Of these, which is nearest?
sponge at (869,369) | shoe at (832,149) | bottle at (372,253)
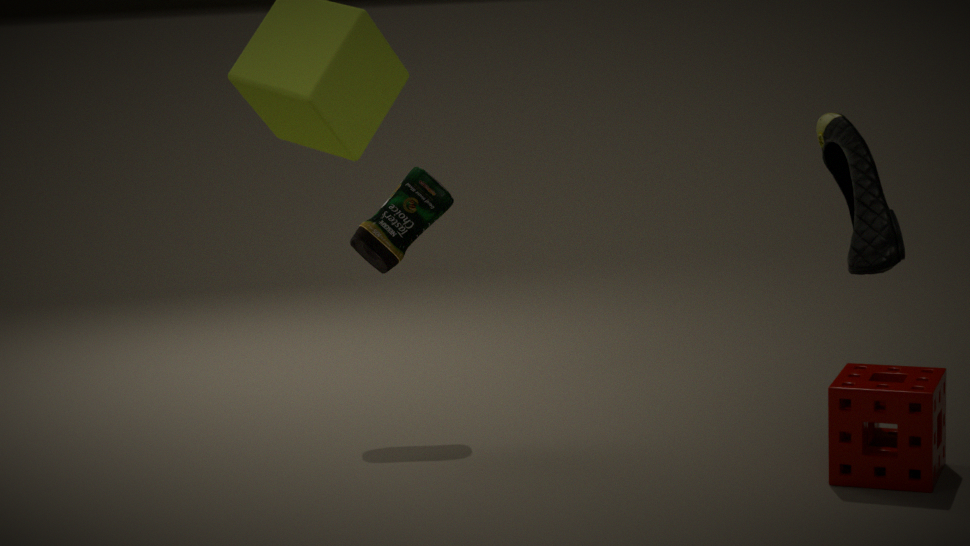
shoe at (832,149)
